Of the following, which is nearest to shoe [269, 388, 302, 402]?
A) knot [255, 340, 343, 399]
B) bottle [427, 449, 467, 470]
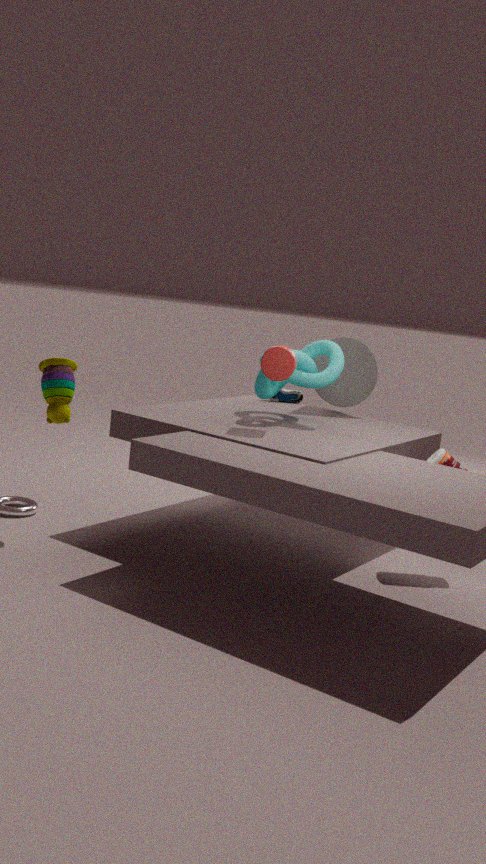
knot [255, 340, 343, 399]
